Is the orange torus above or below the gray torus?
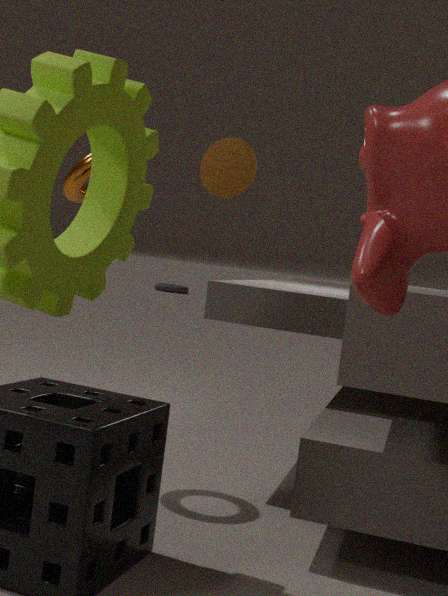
above
